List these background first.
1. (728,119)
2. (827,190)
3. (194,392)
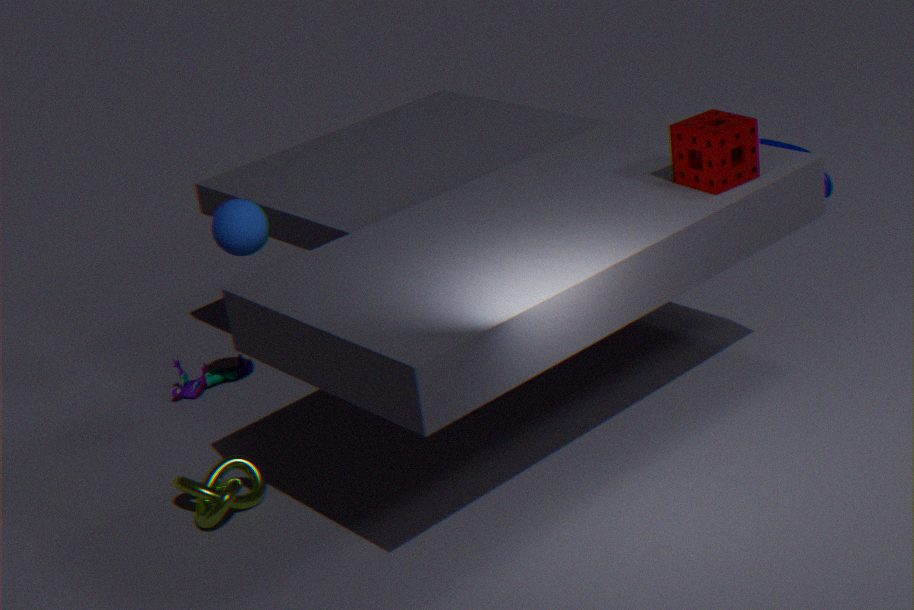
(827,190) → (194,392) → (728,119)
